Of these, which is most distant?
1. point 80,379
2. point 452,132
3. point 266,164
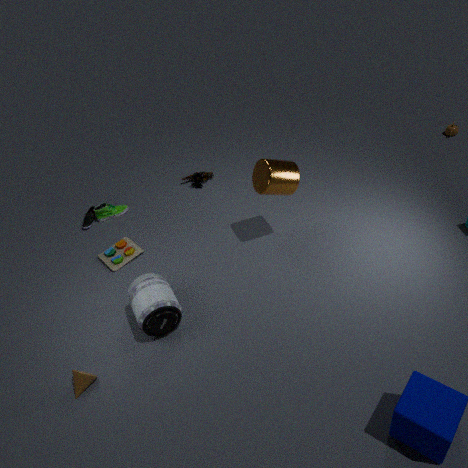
point 452,132
